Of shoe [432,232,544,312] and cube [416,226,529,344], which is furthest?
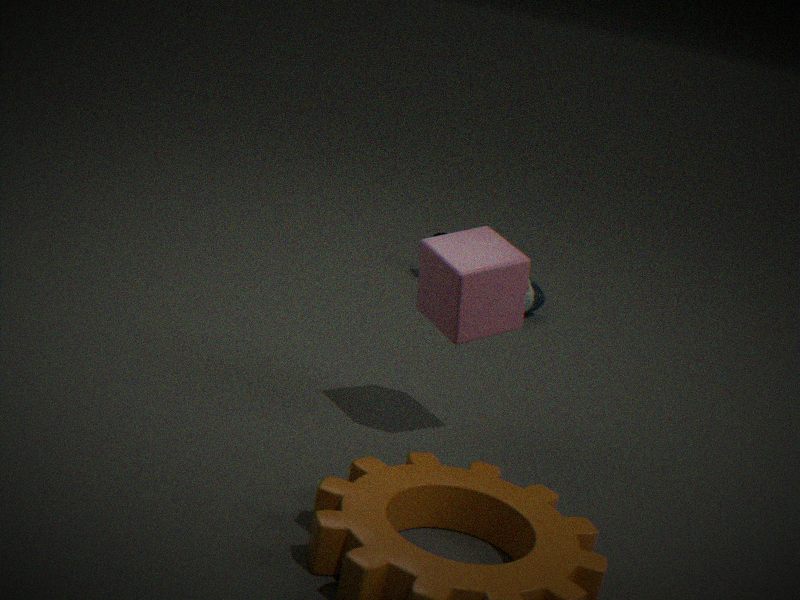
shoe [432,232,544,312]
